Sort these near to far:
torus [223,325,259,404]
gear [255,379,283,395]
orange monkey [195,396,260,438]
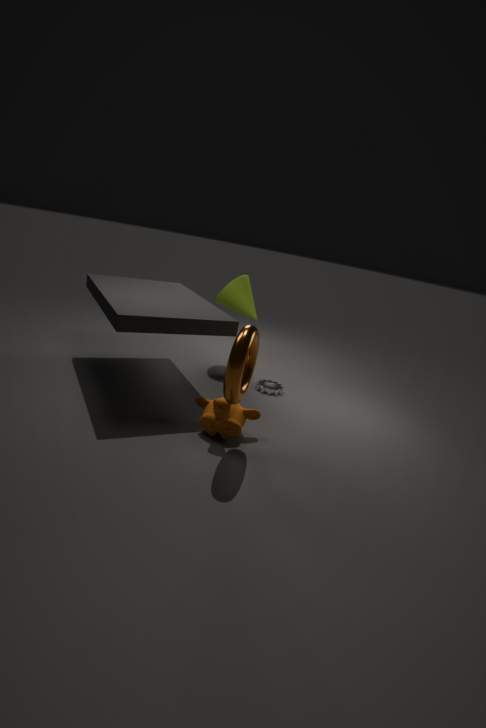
1. torus [223,325,259,404]
2. orange monkey [195,396,260,438]
3. gear [255,379,283,395]
